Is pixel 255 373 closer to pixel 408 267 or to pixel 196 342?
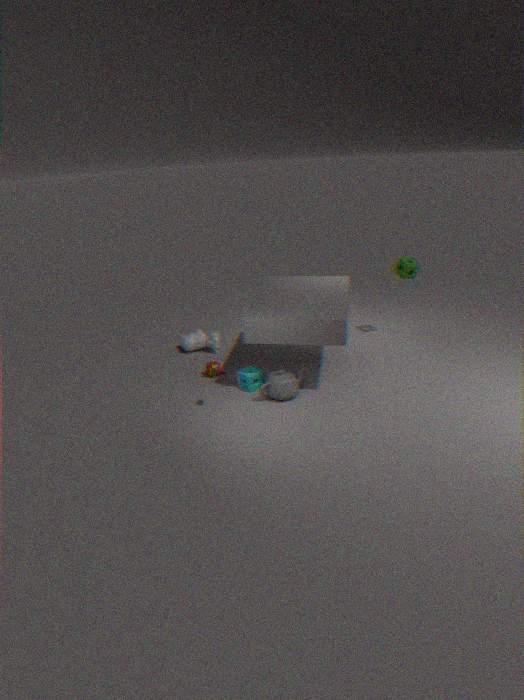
pixel 196 342
